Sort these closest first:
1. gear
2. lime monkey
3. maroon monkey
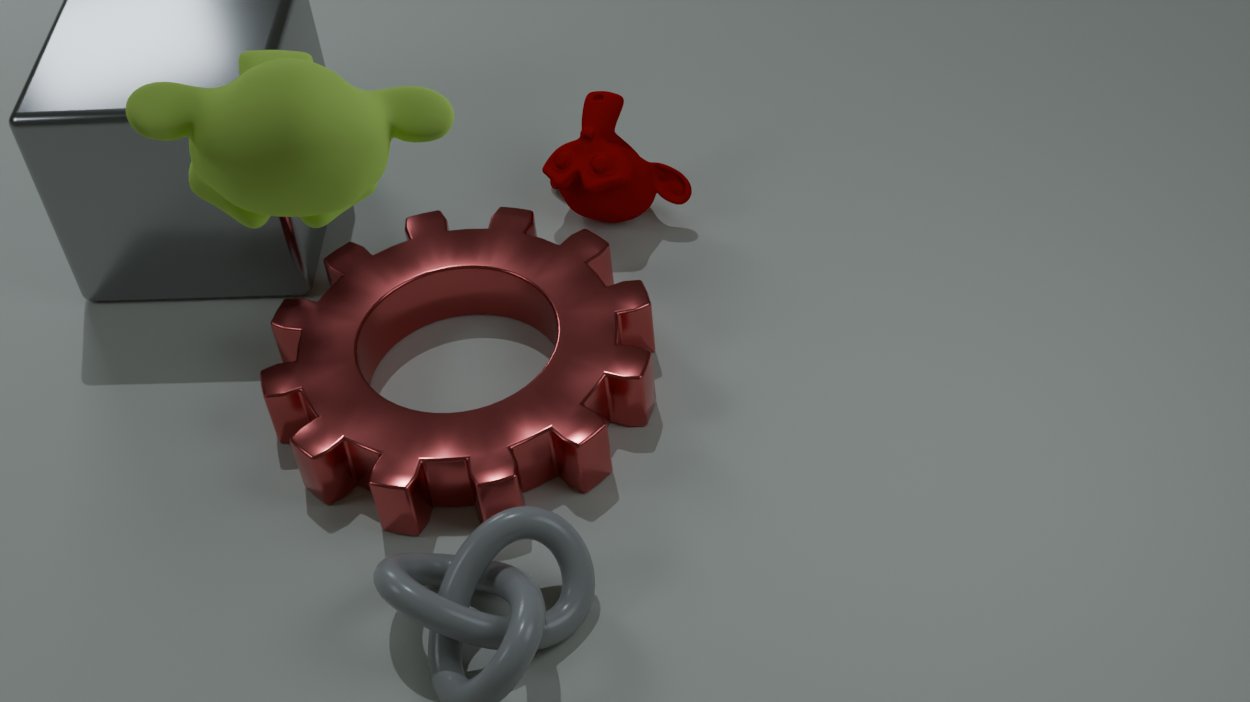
lime monkey, gear, maroon monkey
